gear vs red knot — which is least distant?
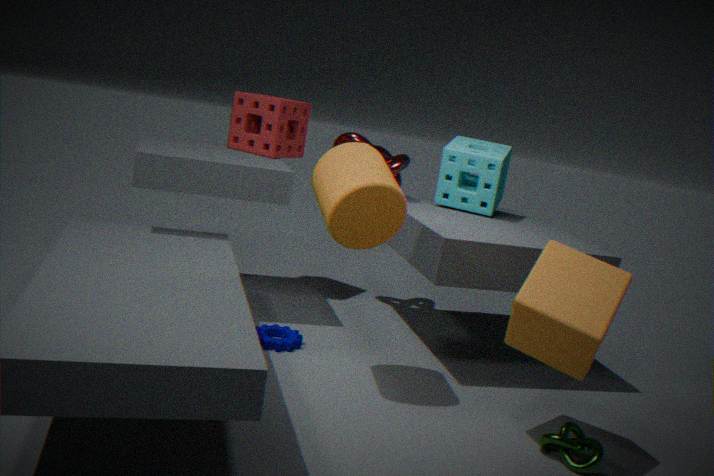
gear
